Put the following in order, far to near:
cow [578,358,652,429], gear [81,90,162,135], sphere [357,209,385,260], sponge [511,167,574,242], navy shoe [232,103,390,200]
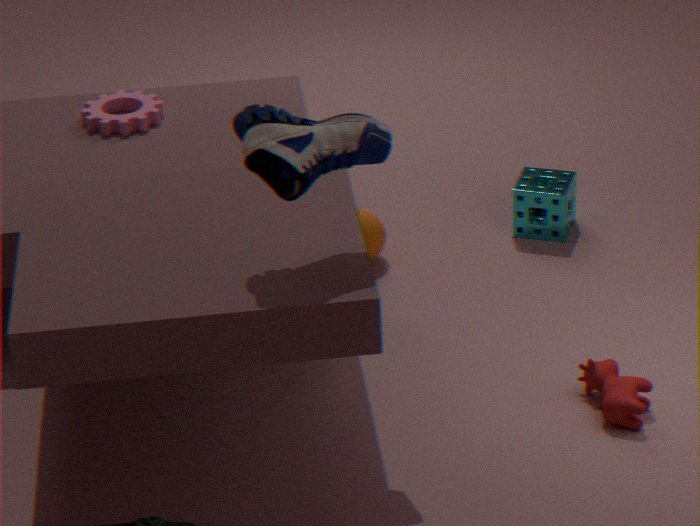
1. sponge [511,167,574,242]
2. gear [81,90,162,135]
3. sphere [357,209,385,260]
4. cow [578,358,652,429]
5. navy shoe [232,103,390,200]
